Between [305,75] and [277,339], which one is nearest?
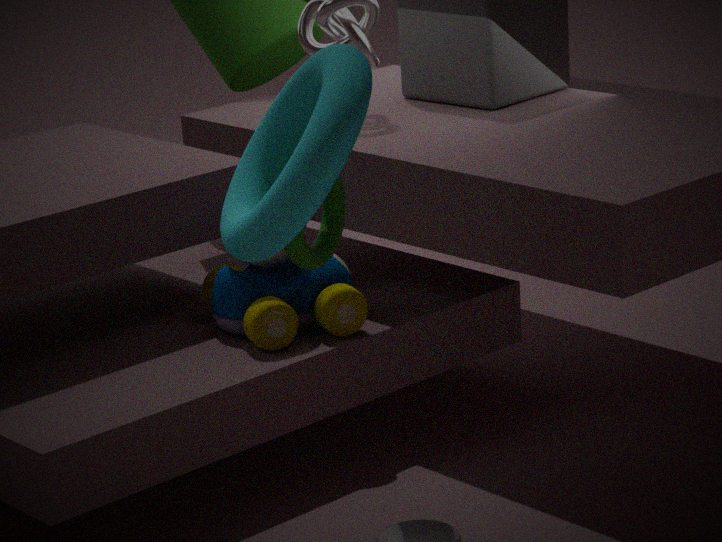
[305,75]
